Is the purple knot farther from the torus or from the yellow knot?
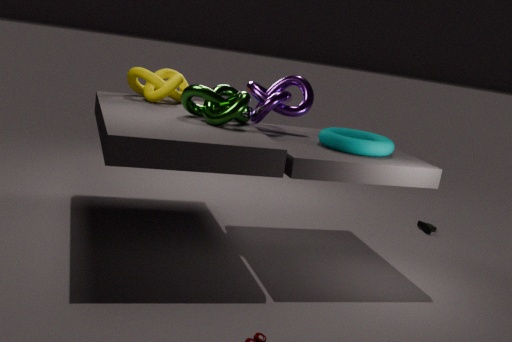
the yellow knot
